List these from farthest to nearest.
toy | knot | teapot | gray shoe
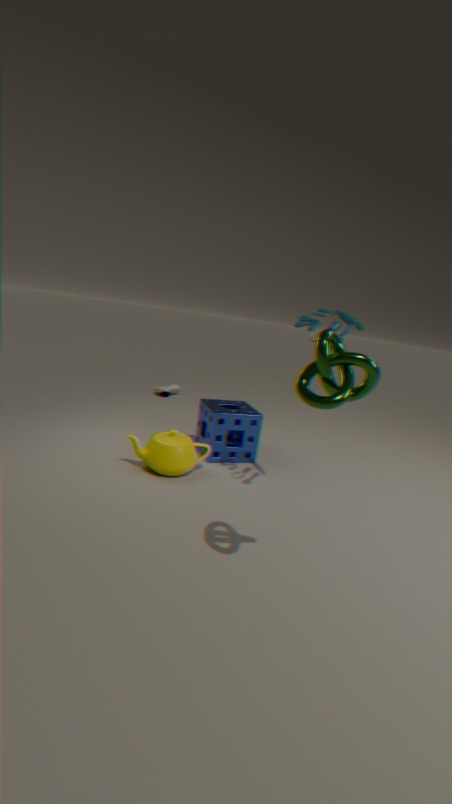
gray shoe → teapot → toy → knot
